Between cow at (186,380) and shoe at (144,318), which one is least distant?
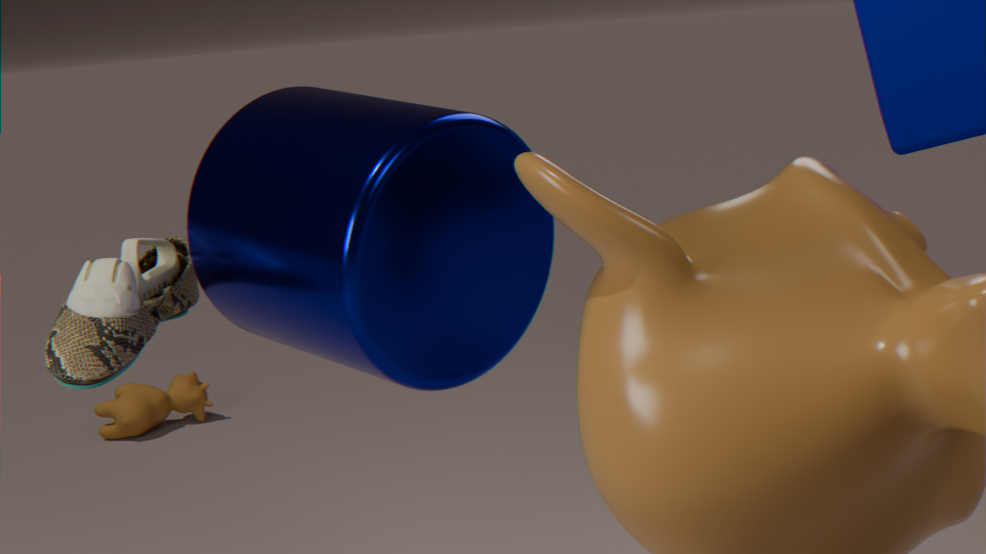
shoe at (144,318)
